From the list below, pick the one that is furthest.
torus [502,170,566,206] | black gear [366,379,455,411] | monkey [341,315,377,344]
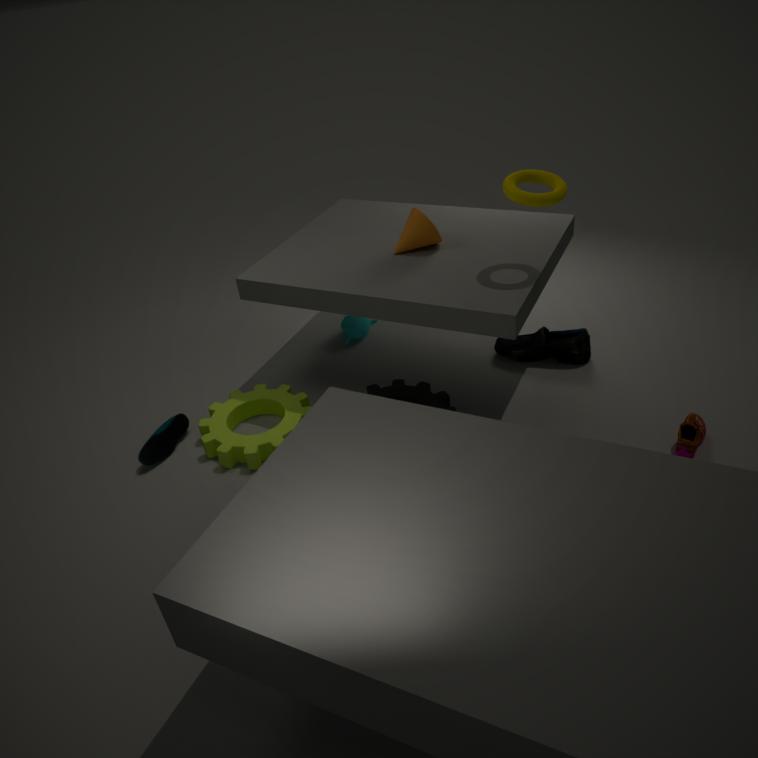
monkey [341,315,377,344]
